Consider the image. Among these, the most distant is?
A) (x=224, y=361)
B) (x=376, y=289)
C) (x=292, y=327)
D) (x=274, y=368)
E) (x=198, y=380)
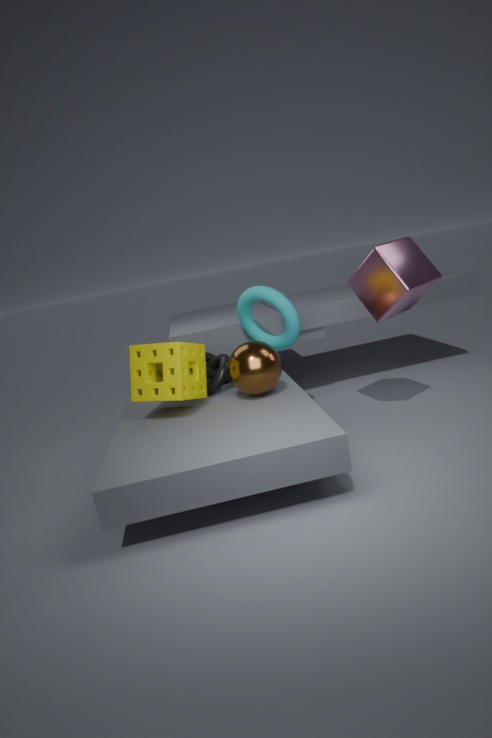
(x=292, y=327)
